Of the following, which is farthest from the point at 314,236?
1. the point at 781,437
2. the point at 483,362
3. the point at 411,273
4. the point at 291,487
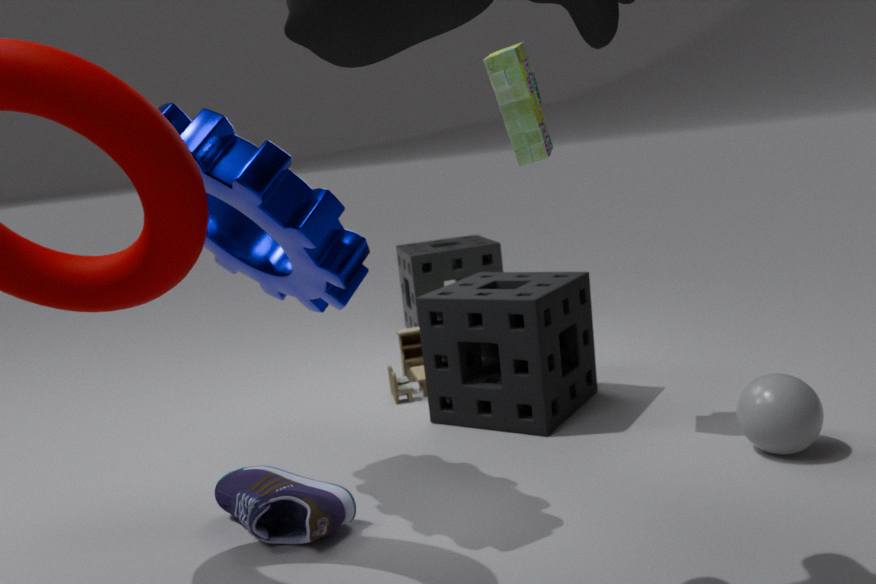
the point at 411,273
